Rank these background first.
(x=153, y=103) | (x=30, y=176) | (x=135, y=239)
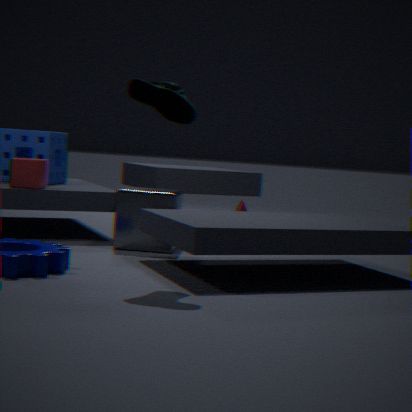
(x=30, y=176) → (x=135, y=239) → (x=153, y=103)
